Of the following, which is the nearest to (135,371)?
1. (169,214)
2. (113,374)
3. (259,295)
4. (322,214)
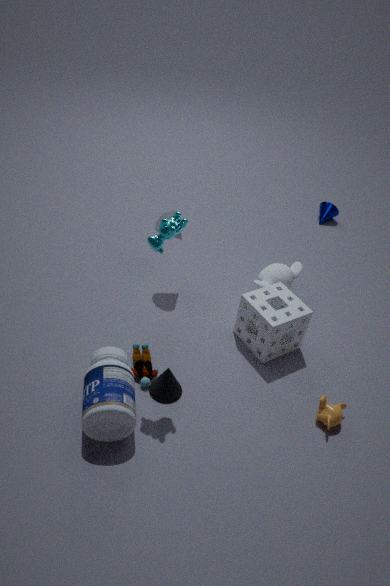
(113,374)
